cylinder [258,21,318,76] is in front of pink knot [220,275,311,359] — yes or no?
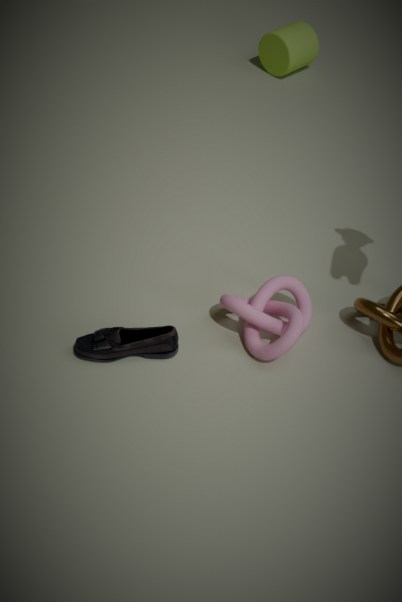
No
